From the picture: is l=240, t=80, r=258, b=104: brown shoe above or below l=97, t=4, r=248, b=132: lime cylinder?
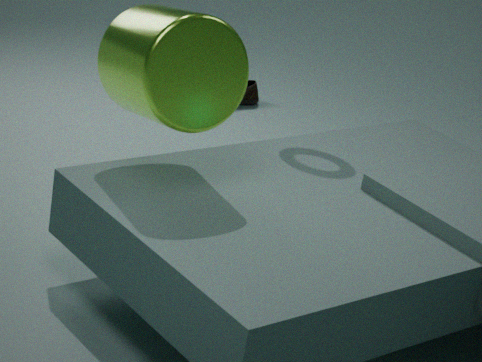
below
